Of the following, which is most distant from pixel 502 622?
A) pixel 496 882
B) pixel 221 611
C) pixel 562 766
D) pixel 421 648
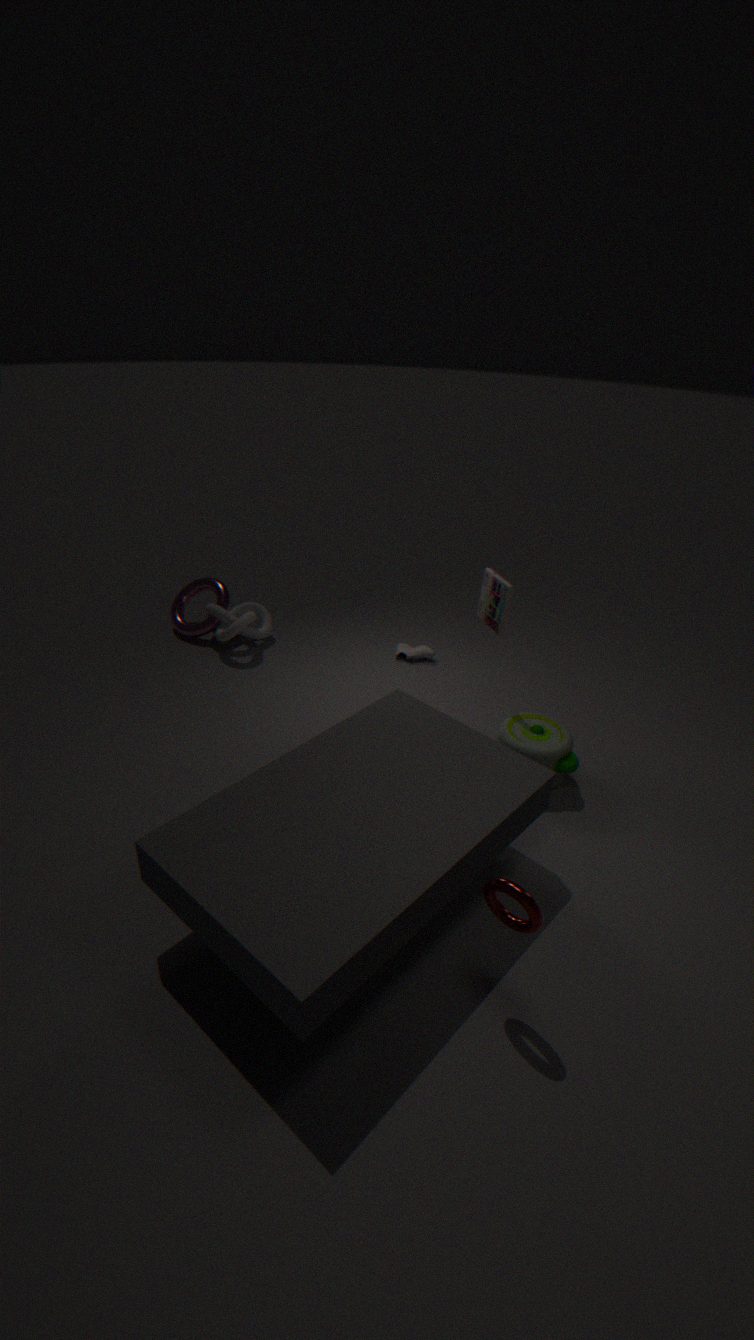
pixel 221 611
